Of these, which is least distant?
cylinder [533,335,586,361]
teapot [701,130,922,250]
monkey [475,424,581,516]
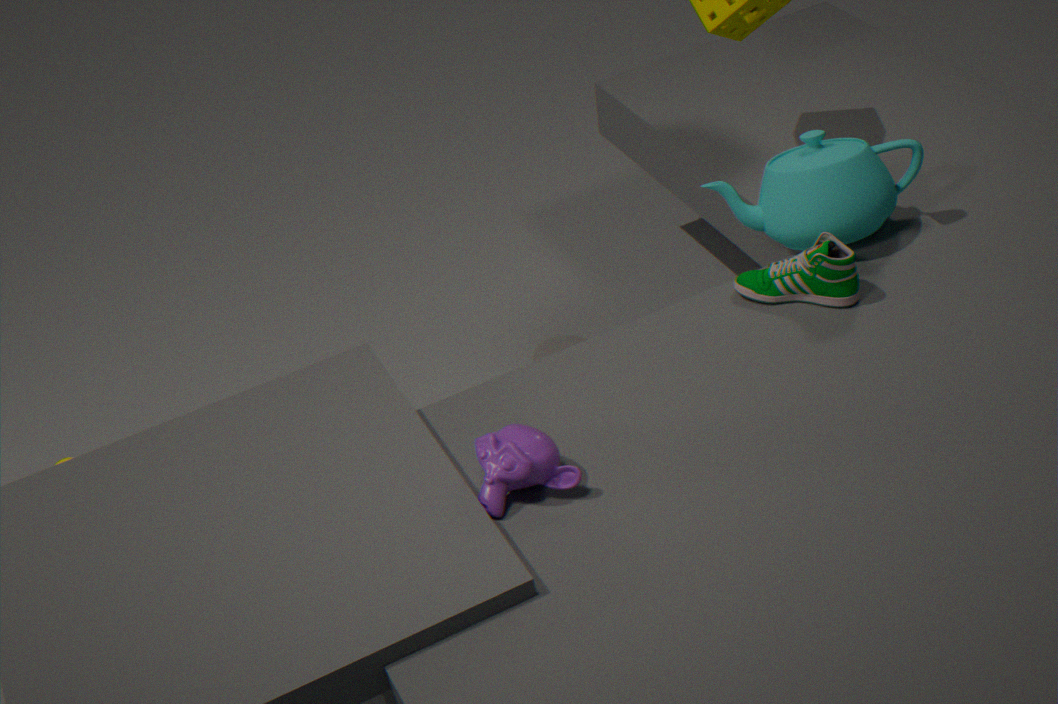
monkey [475,424,581,516]
